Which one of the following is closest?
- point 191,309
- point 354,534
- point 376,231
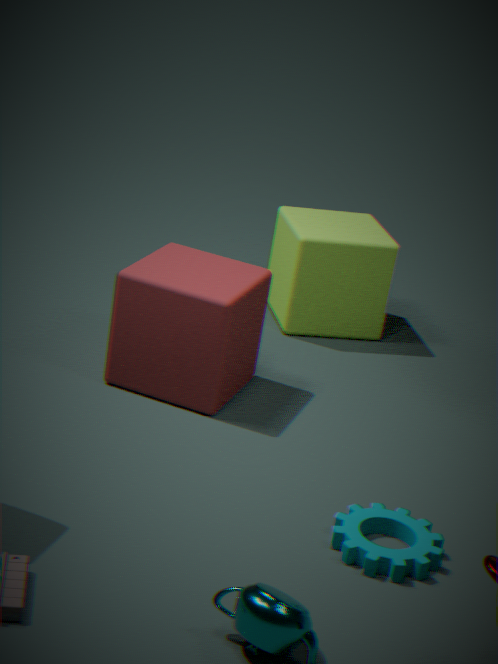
point 354,534
